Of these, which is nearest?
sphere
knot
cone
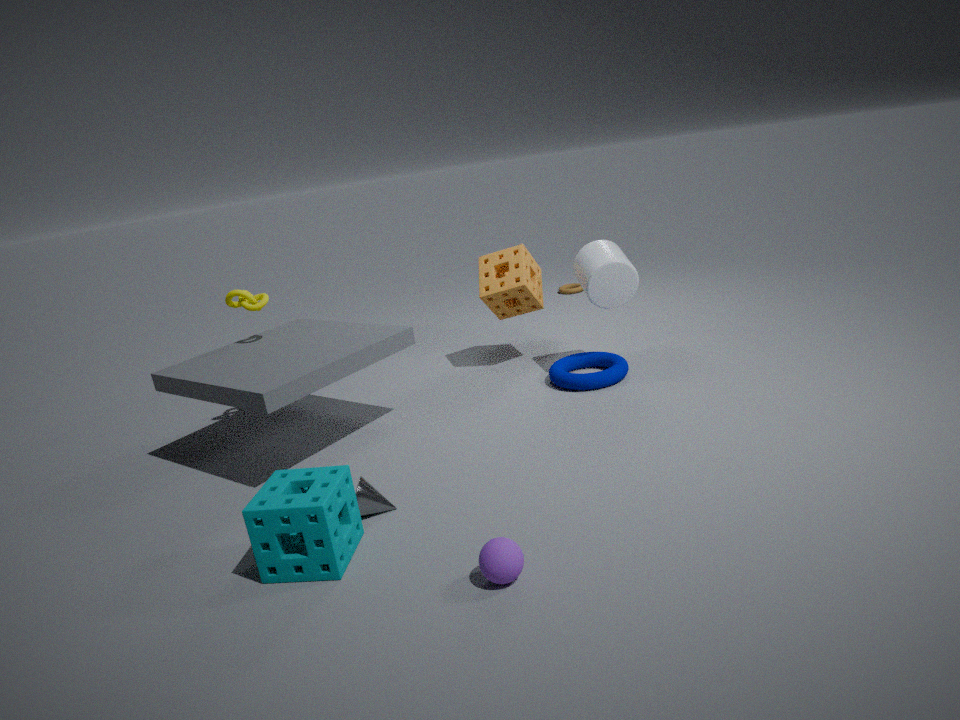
sphere
